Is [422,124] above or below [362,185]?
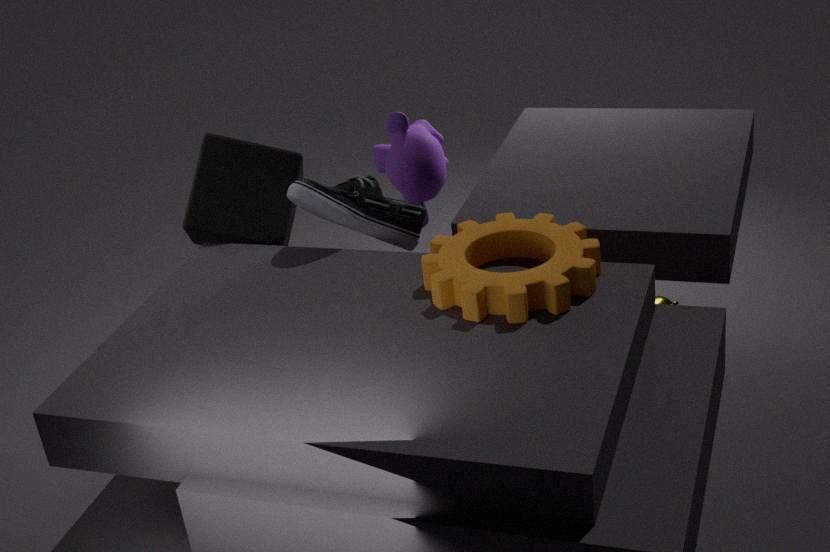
below
